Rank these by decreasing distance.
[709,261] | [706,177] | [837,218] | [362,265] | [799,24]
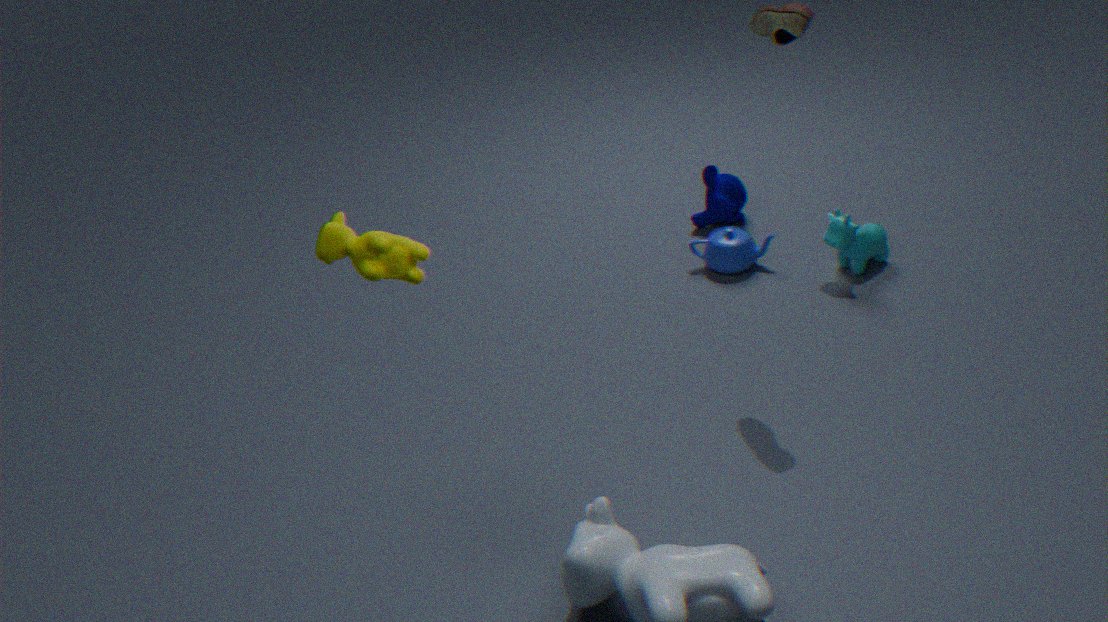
[706,177] < [709,261] < [837,218] < [799,24] < [362,265]
